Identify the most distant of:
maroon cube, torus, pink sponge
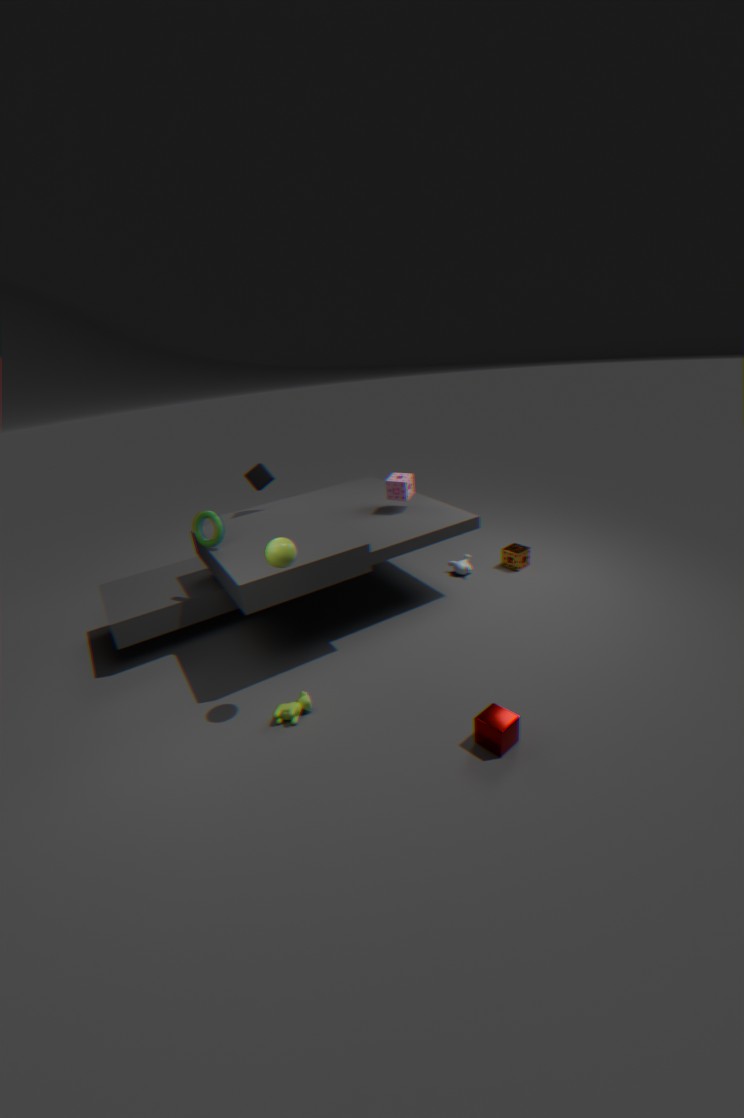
pink sponge
